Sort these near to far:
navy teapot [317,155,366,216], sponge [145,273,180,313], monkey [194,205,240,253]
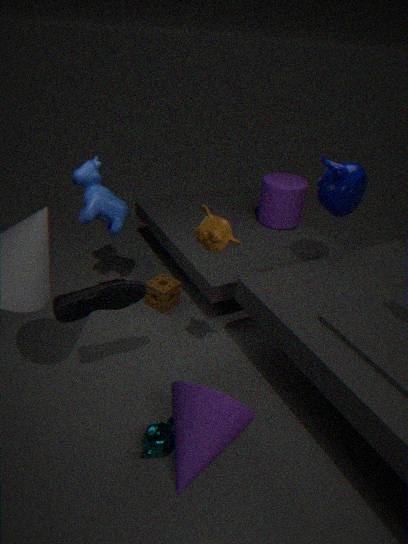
monkey [194,205,240,253] → navy teapot [317,155,366,216] → sponge [145,273,180,313]
